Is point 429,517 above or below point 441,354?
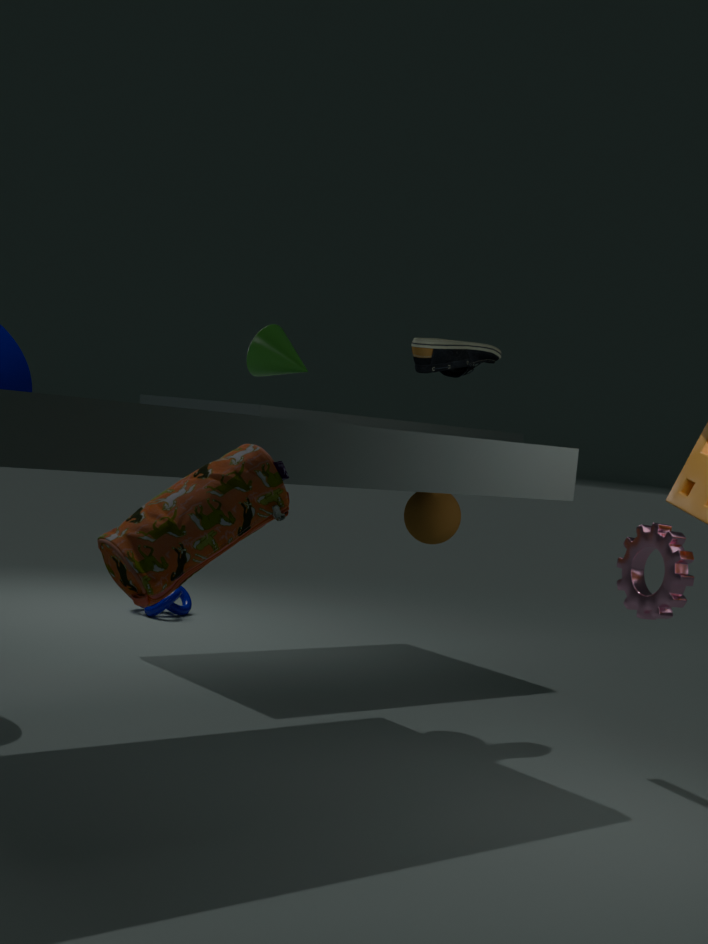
below
